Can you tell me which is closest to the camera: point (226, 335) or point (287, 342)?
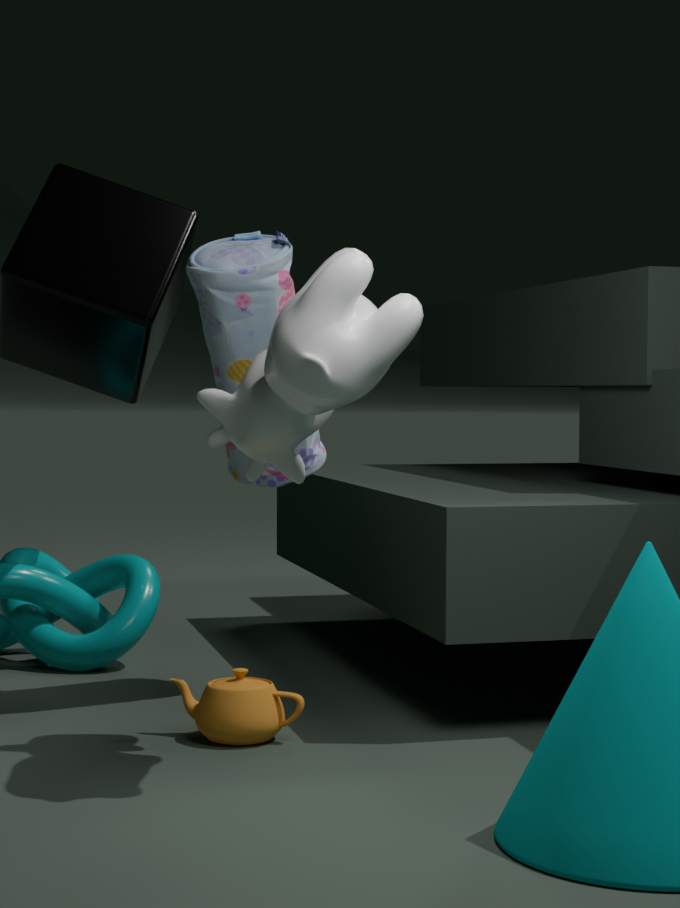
point (287, 342)
